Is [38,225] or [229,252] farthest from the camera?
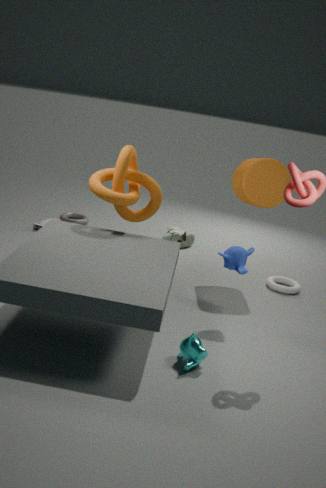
[38,225]
